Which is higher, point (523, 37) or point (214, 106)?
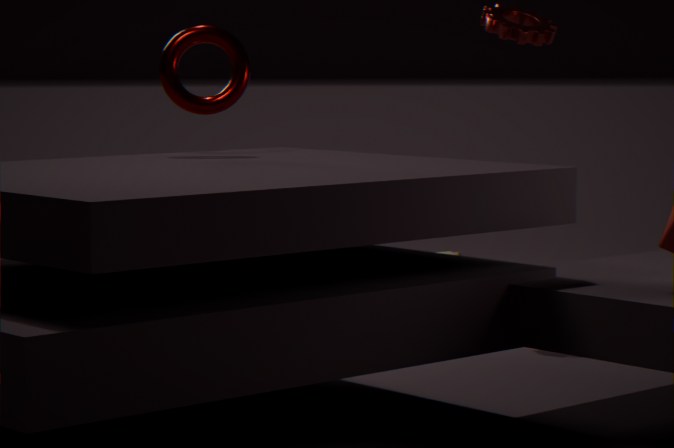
point (523, 37)
